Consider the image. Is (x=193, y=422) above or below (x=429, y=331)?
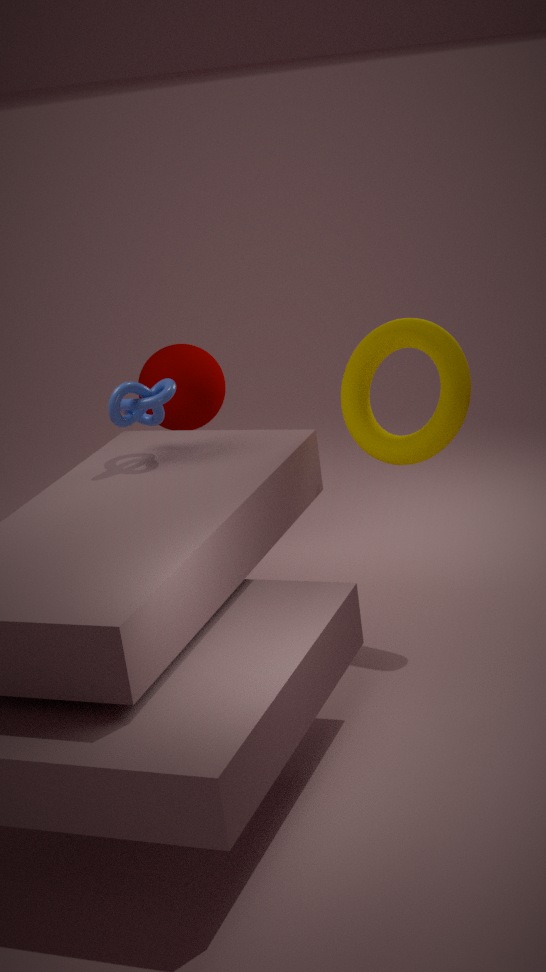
below
